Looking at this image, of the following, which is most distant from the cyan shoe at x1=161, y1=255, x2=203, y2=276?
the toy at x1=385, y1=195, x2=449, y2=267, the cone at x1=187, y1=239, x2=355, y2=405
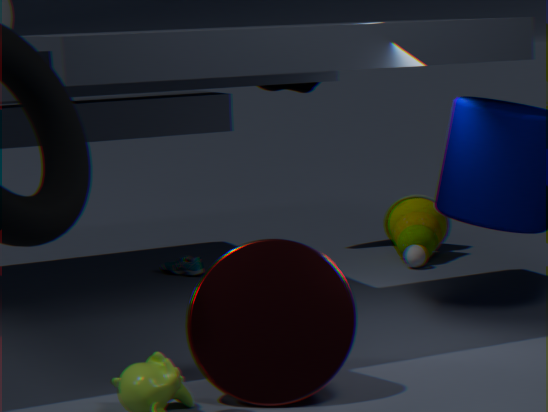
the cone at x1=187, y1=239, x2=355, y2=405
